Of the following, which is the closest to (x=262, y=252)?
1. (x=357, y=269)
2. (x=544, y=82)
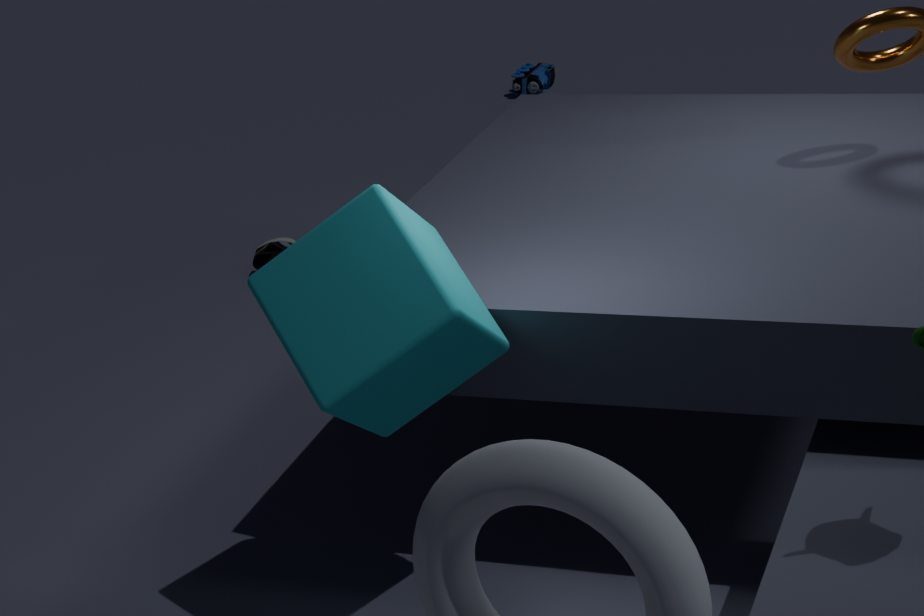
(x=544, y=82)
